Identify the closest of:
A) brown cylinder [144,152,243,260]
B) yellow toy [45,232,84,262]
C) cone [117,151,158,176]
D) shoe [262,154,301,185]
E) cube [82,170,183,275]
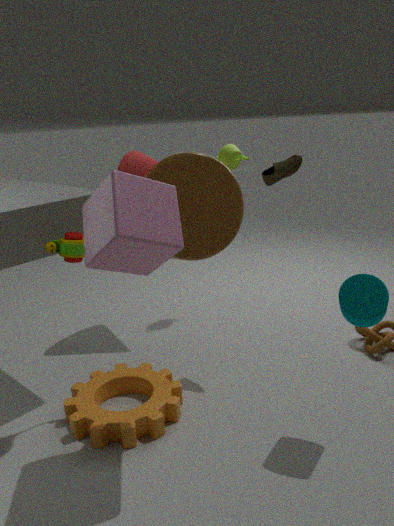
cube [82,170,183,275]
